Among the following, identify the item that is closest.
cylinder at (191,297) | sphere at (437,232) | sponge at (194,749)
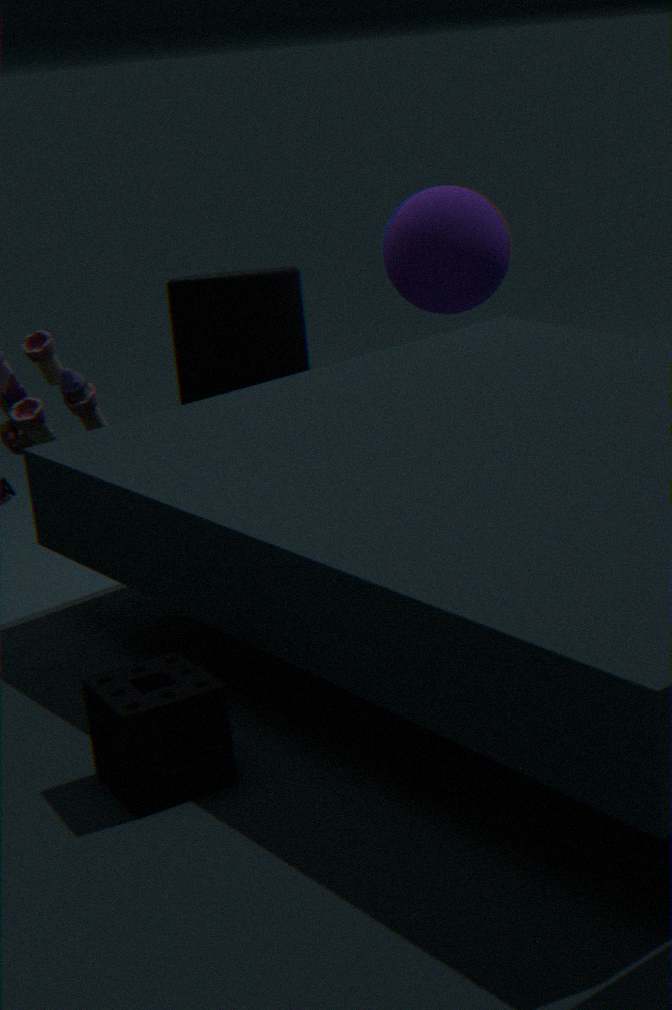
sponge at (194,749)
